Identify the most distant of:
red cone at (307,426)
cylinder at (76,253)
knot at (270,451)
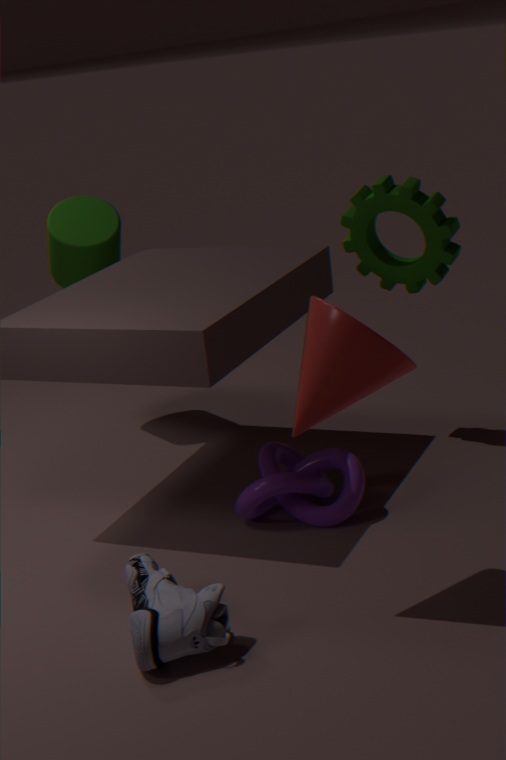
cylinder at (76,253)
